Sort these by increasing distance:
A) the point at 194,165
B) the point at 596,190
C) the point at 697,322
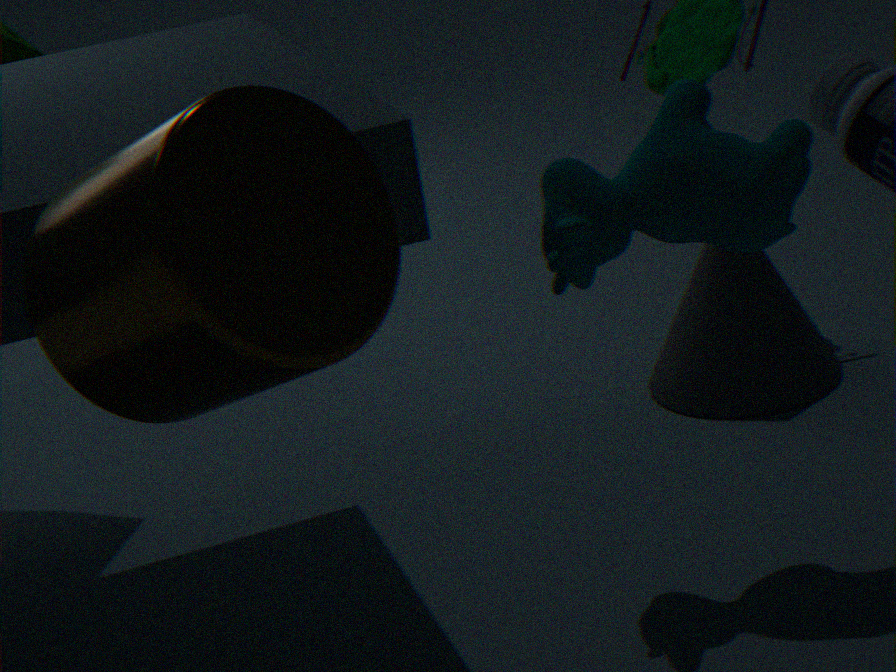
1. the point at 194,165
2. the point at 596,190
3. the point at 697,322
